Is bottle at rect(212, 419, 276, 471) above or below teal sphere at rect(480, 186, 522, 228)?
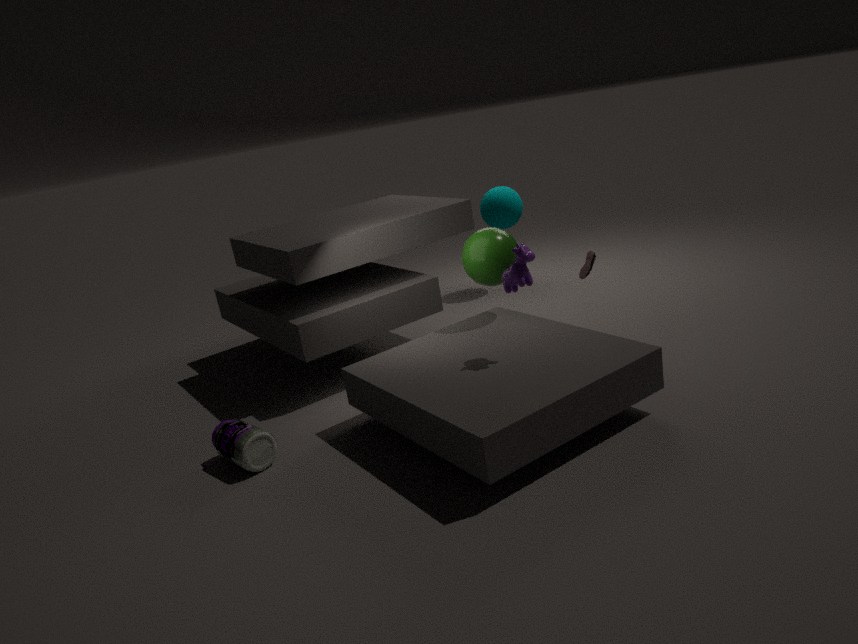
below
